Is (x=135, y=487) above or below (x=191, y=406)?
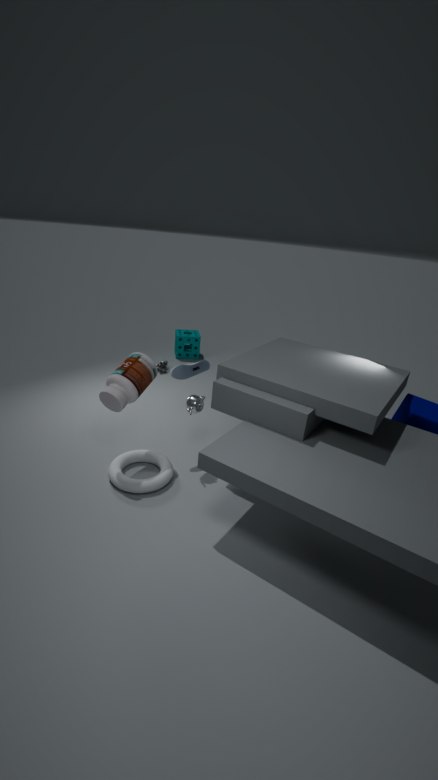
below
